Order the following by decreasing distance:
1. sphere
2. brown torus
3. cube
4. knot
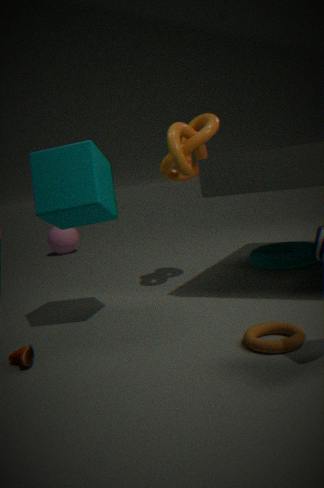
sphere, knot, cube, brown torus
